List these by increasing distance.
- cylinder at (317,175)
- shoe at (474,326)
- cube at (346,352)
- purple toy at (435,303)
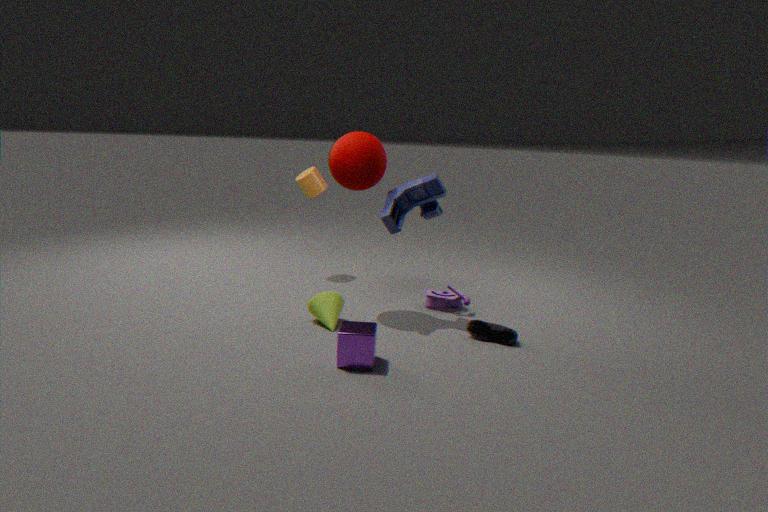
cube at (346,352) < shoe at (474,326) < purple toy at (435,303) < cylinder at (317,175)
